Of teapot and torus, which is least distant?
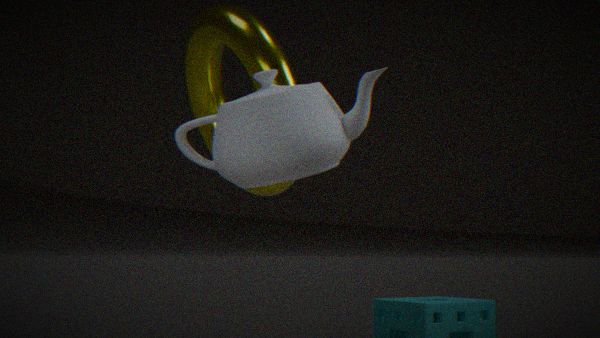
teapot
